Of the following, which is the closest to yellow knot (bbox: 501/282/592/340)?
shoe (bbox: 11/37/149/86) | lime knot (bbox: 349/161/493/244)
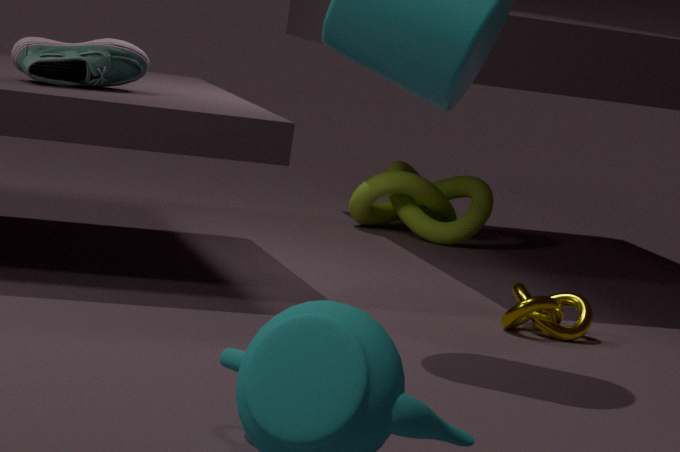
lime knot (bbox: 349/161/493/244)
